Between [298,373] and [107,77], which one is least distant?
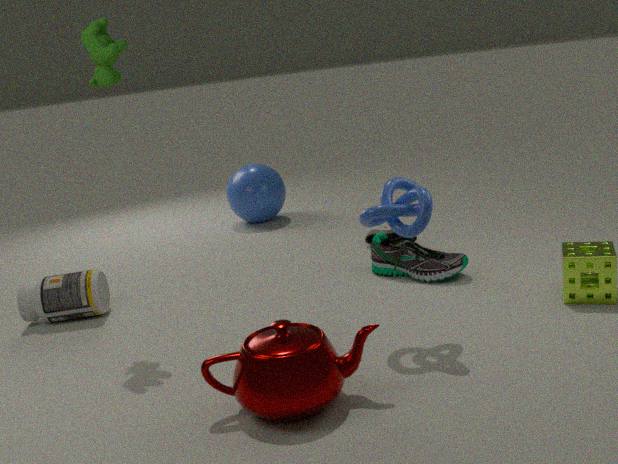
[298,373]
